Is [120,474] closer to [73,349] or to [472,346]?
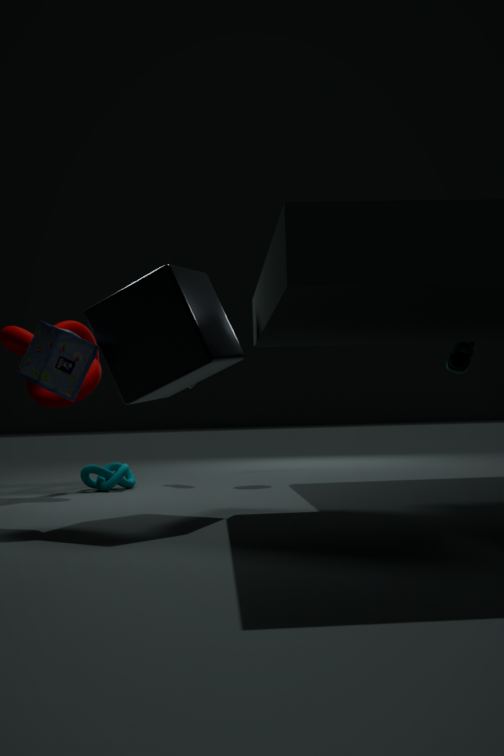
[73,349]
